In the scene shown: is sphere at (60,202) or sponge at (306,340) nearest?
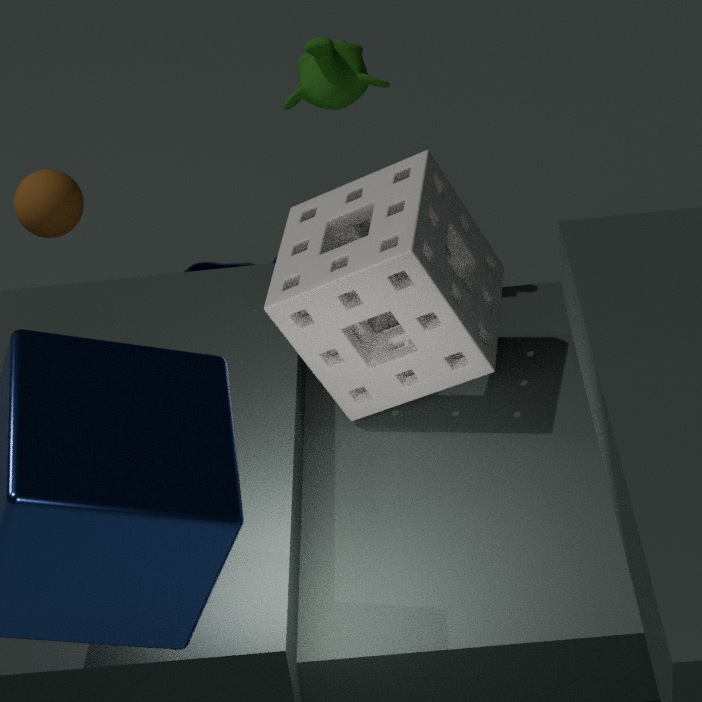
sponge at (306,340)
